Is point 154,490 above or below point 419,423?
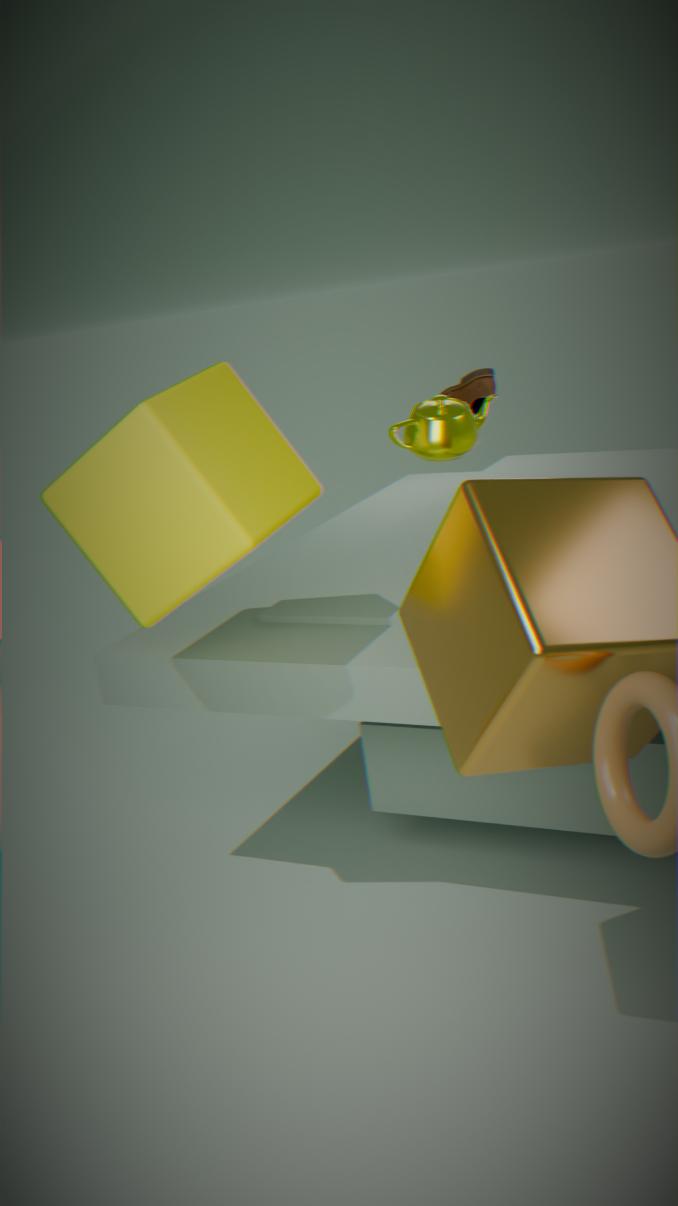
below
